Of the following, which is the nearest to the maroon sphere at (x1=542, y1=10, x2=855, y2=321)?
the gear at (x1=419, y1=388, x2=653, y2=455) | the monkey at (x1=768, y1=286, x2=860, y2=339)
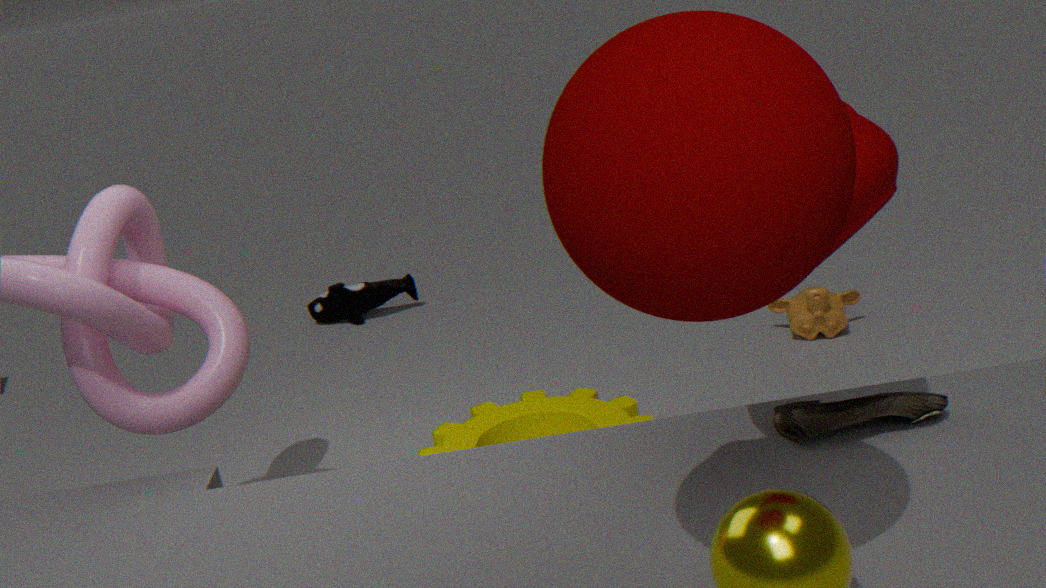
the gear at (x1=419, y1=388, x2=653, y2=455)
